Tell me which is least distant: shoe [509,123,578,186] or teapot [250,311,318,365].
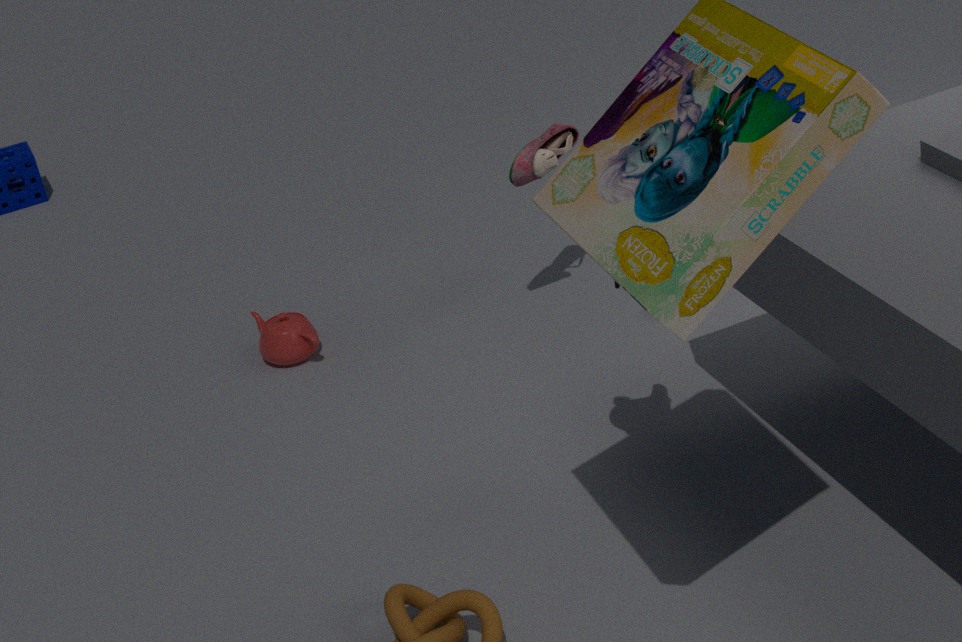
shoe [509,123,578,186]
